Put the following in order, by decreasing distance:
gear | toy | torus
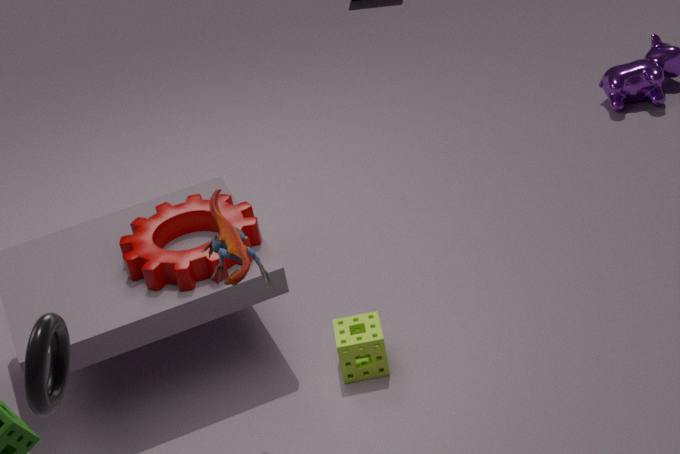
gear, toy, torus
